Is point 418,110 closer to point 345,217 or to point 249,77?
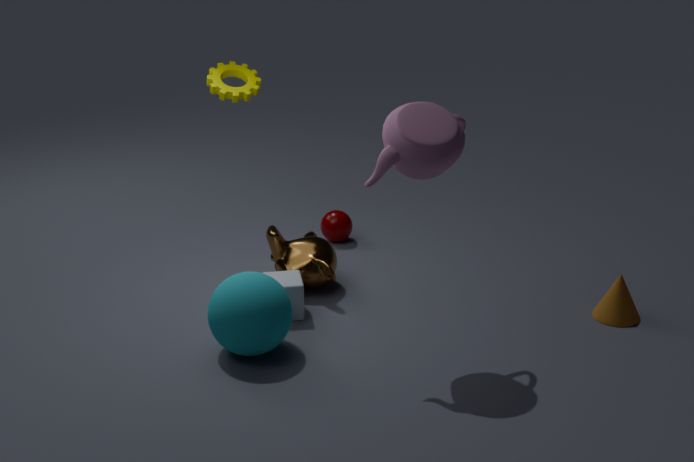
point 249,77
